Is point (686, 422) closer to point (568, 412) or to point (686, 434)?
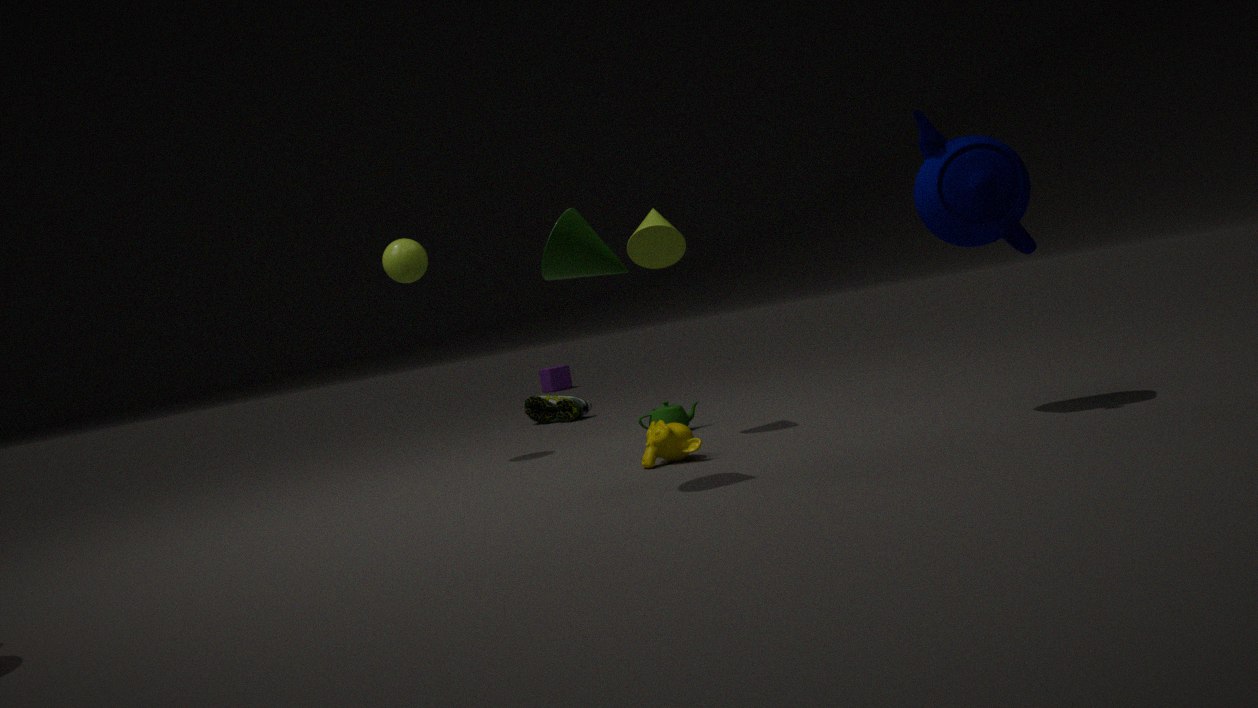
point (686, 434)
